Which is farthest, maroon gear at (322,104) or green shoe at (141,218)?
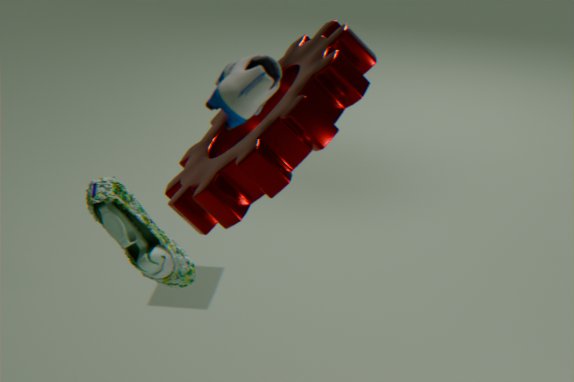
green shoe at (141,218)
